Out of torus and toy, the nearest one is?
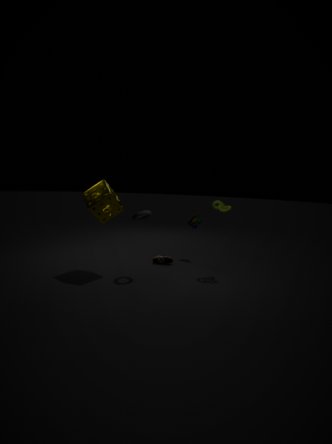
torus
